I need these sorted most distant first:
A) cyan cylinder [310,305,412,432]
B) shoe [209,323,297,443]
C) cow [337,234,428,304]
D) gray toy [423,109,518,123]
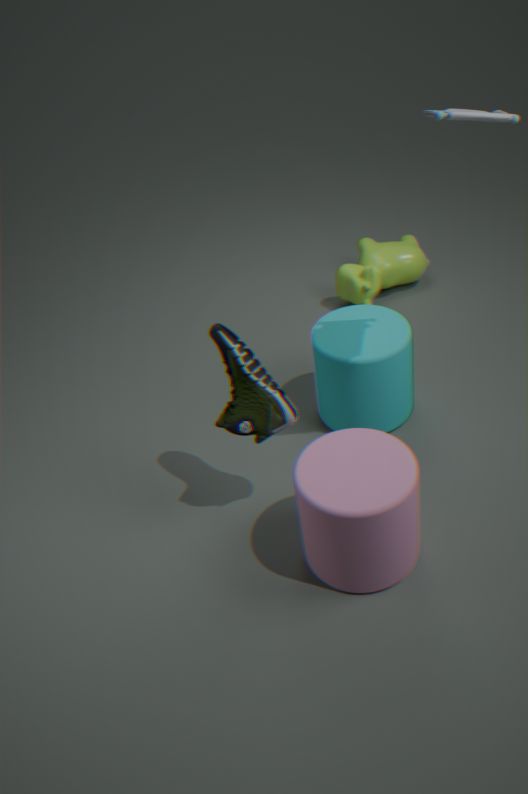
C. cow [337,234,428,304] < A. cyan cylinder [310,305,412,432] < B. shoe [209,323,297,443] < D. gray toy [423,109,518,123]
